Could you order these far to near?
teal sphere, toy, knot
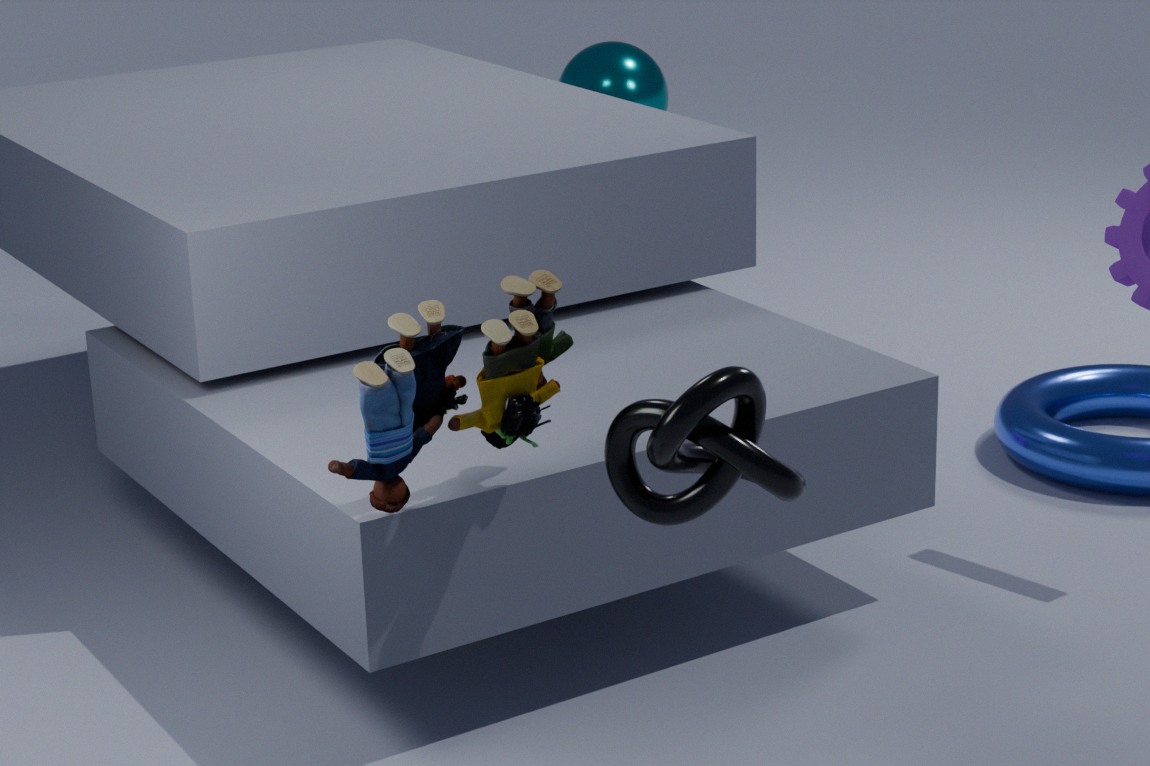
1. teal sphere
2. toy
3. knot
